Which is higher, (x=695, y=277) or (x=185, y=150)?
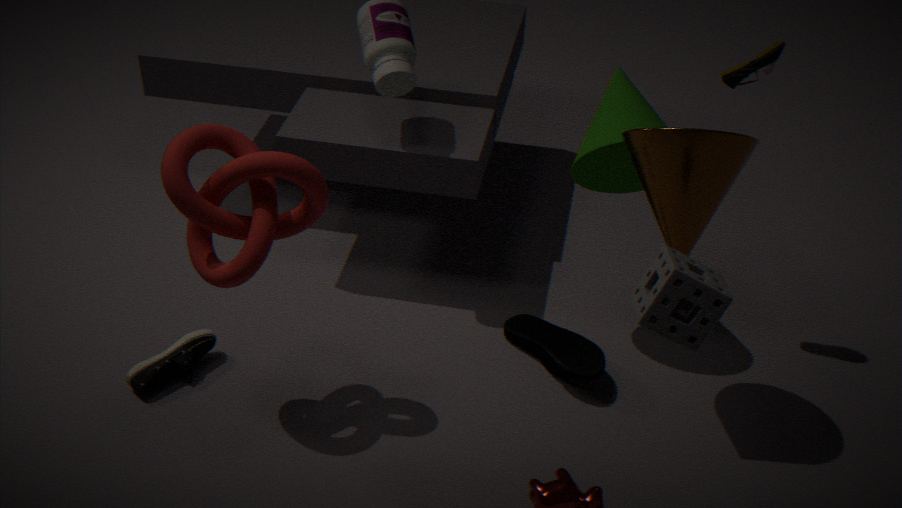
(x=695, y=277)
